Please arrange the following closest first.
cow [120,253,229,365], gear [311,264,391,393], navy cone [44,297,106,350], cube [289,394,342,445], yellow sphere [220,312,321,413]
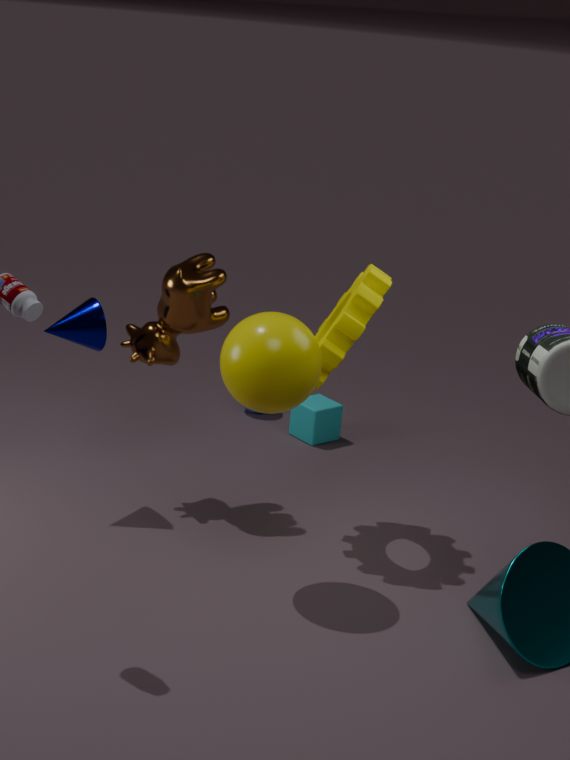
yellow sphere [220,312,321,413]
gear [311,264,391,393]
navy cone [44,297,106,350]
cow [120,253,229,365]
cube [289,394,342,445]
